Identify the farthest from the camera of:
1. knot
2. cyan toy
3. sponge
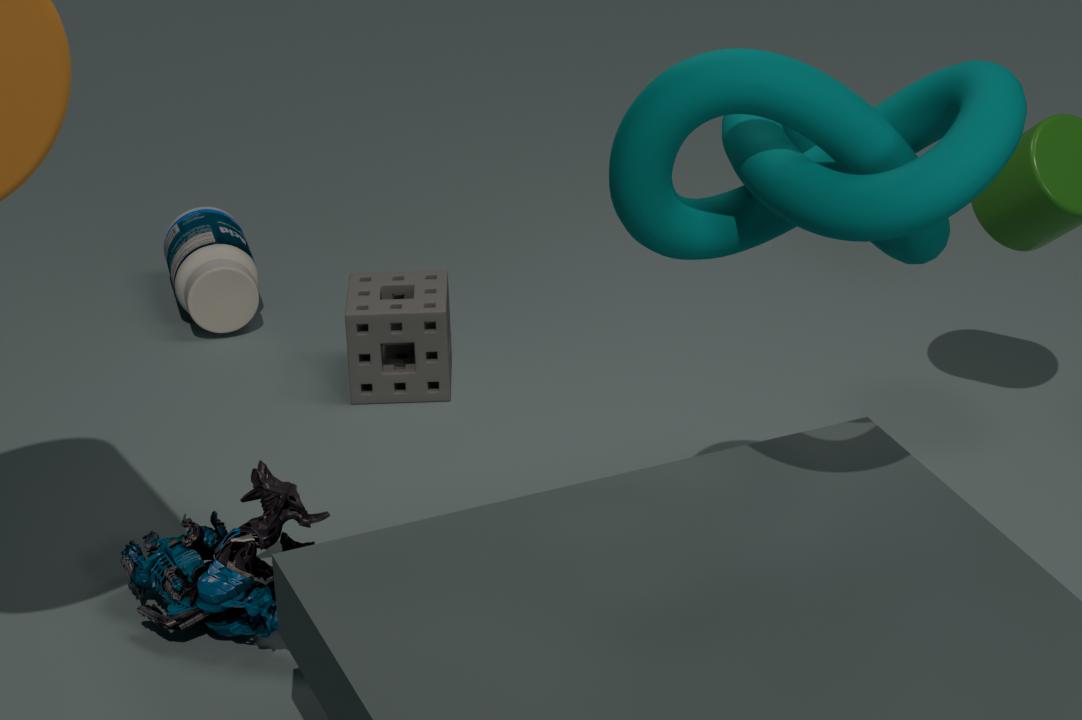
sponge
